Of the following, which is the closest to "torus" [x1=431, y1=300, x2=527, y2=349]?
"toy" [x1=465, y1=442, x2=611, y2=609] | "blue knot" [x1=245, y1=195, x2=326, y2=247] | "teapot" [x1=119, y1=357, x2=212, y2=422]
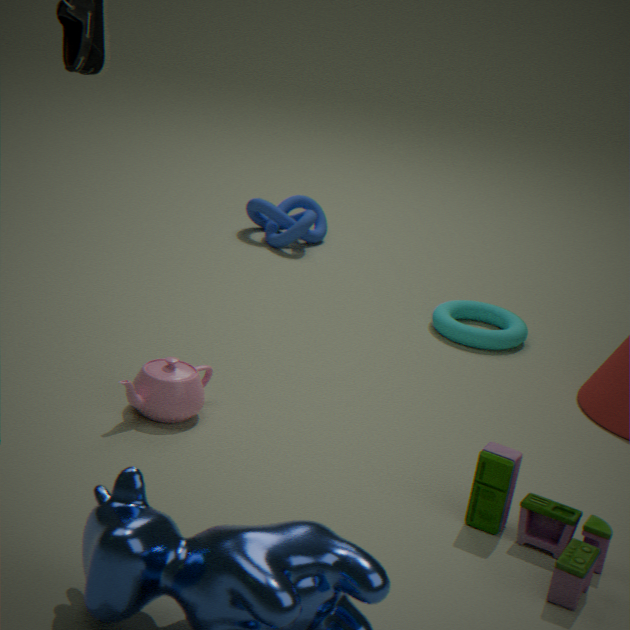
"blue knot" [x1=245, y1=195, x2=326, y2=247]
